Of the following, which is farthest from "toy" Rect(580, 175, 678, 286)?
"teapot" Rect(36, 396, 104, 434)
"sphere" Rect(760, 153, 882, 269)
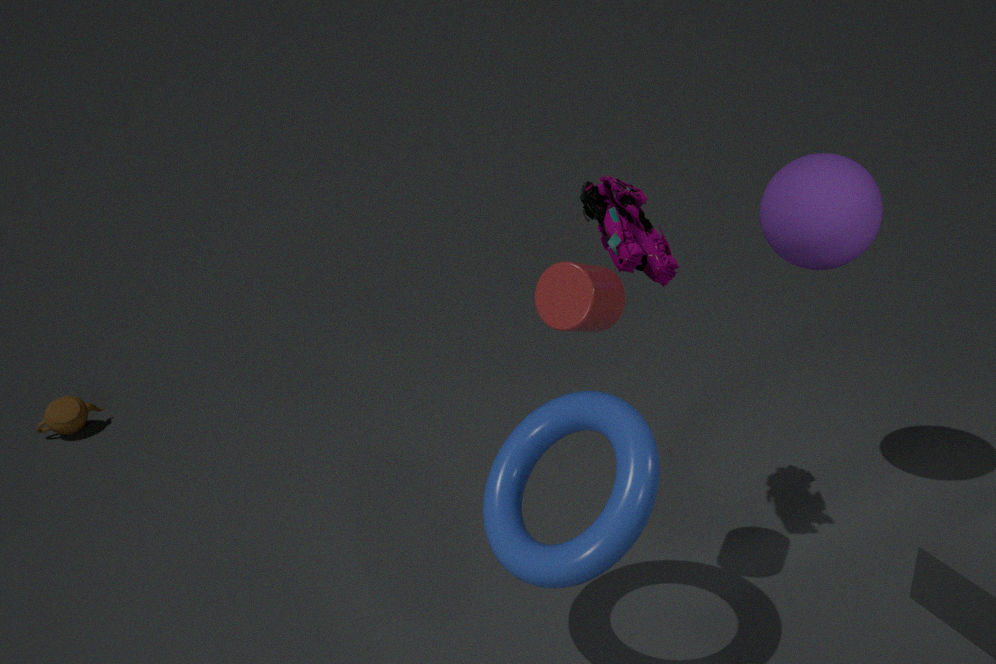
"teapot" Rect(36, 396, 104, 434)
